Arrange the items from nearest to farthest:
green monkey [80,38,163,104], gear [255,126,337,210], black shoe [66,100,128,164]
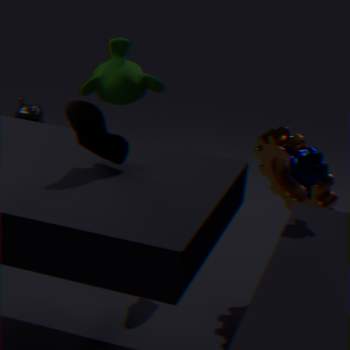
black shoe [66,100,128,164] → gear [255,126,337,210] → green monkey [80,38,163,104]
